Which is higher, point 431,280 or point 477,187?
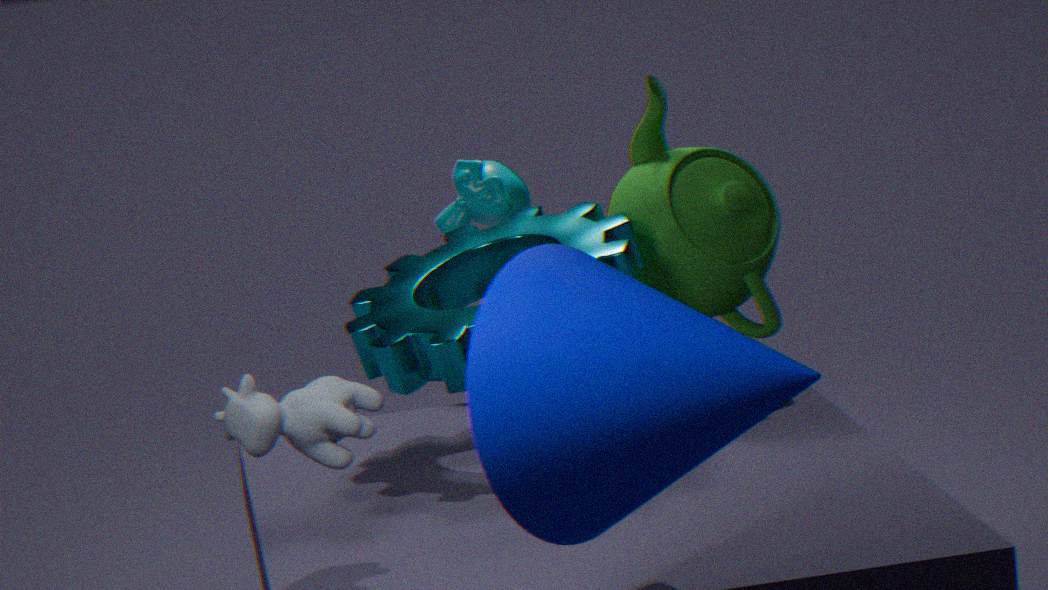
point 477,187
